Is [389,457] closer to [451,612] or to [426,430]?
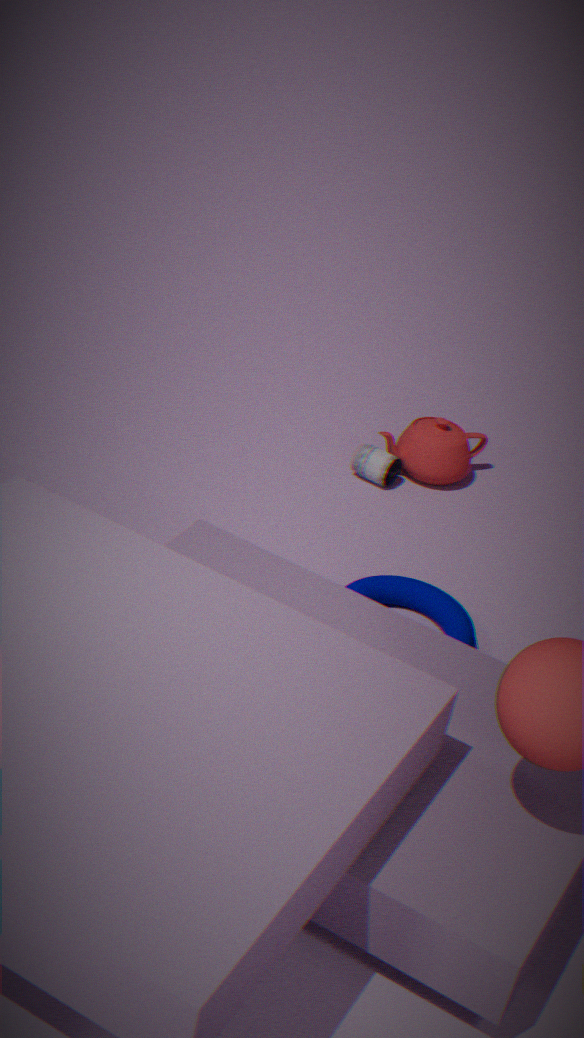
[426,430]
